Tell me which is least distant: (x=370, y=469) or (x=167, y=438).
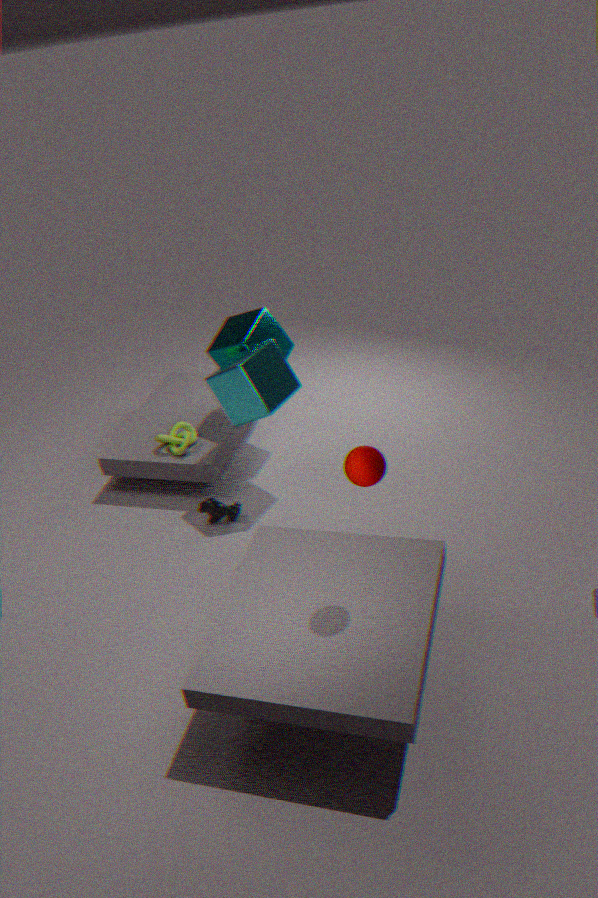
(x=370, y=469)
